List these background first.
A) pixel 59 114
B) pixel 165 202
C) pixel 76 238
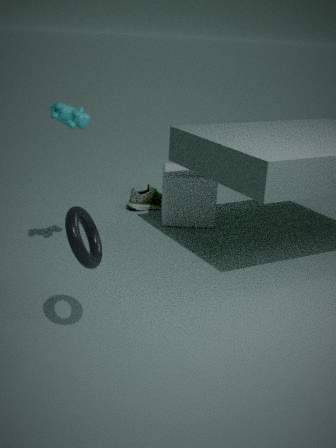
pixel 165 202
pixel 59 114
pixel 76 238
